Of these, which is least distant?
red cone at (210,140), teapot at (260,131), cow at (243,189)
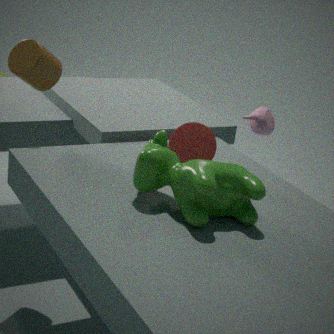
cow at (243,189)
